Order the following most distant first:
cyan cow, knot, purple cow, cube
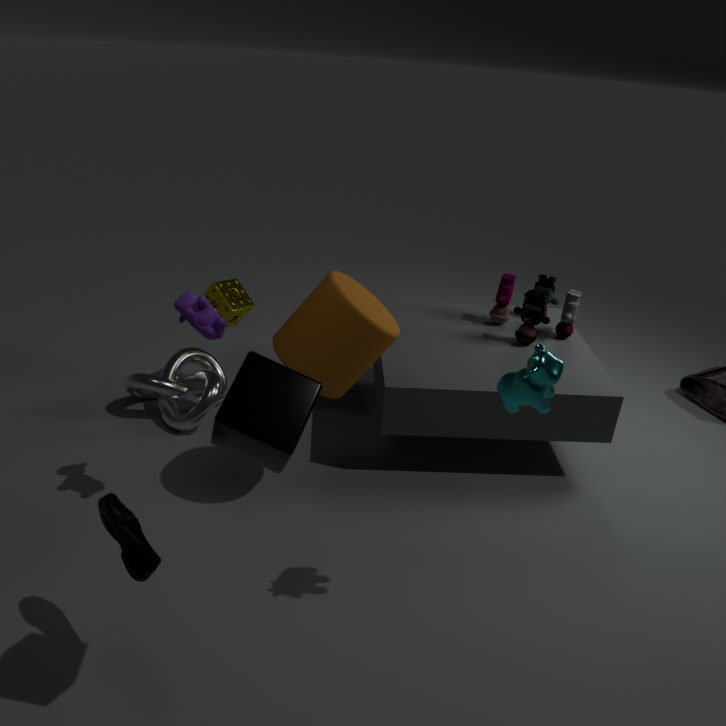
knot < purple cow < cyan cow < cube
